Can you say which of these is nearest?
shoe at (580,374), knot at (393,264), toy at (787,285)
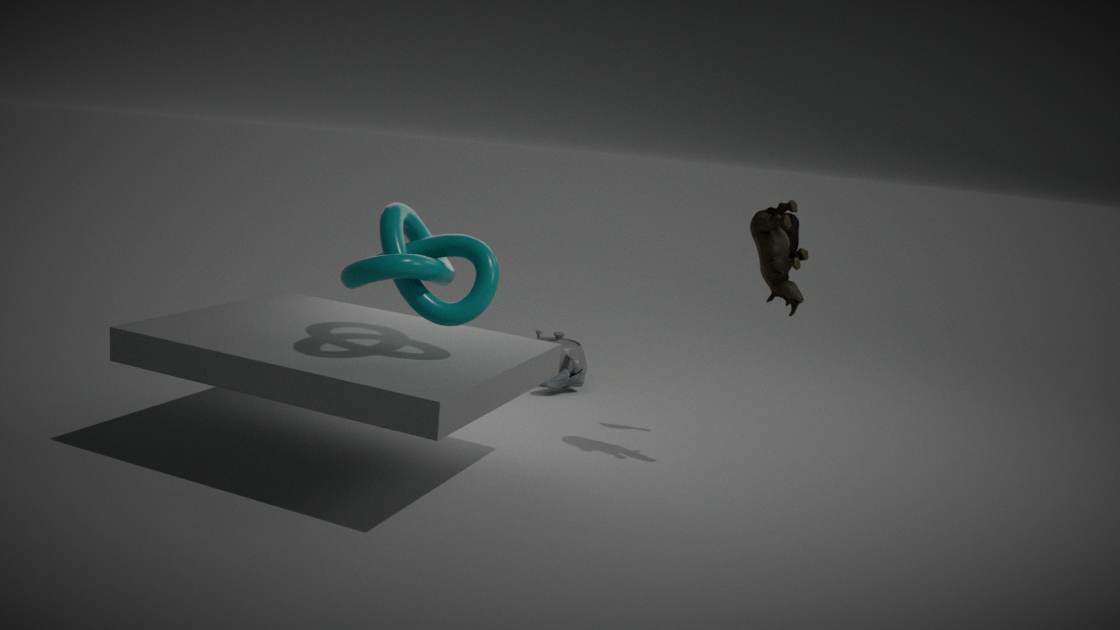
knot at (393,264)
